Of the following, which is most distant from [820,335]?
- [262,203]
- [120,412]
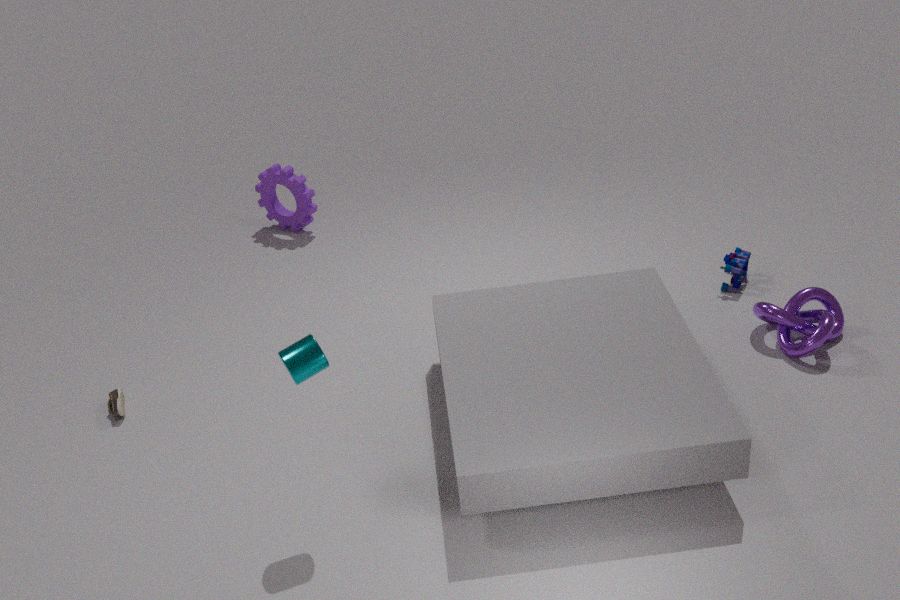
[120,412]
